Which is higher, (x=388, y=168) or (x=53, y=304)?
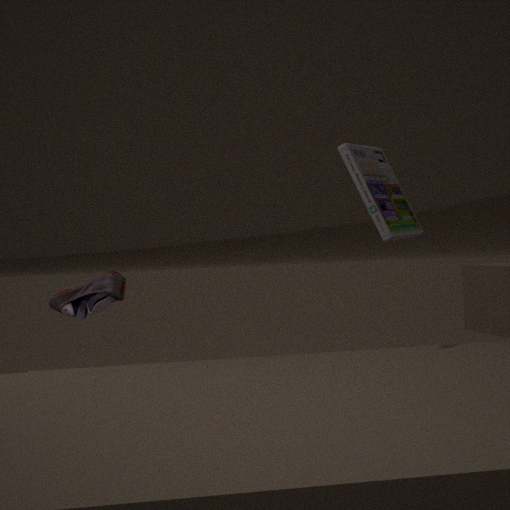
(x=388, y=168)
